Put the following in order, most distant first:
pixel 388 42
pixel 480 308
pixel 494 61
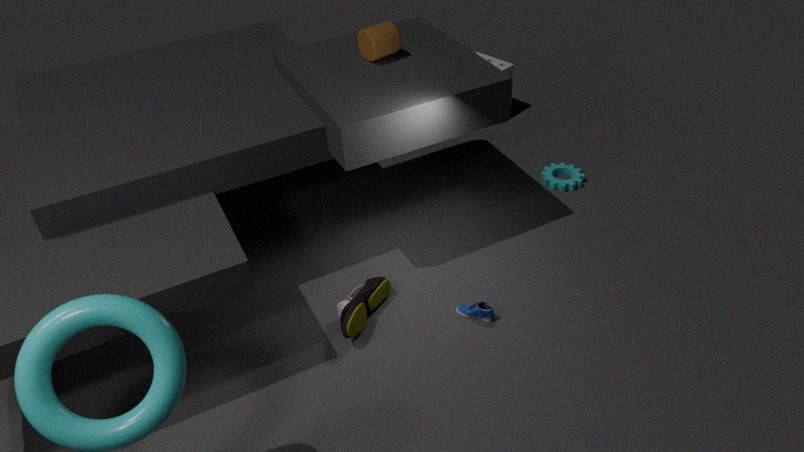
1. pixel 494 61
2. pixel 388 42
3. pixel 480 308
